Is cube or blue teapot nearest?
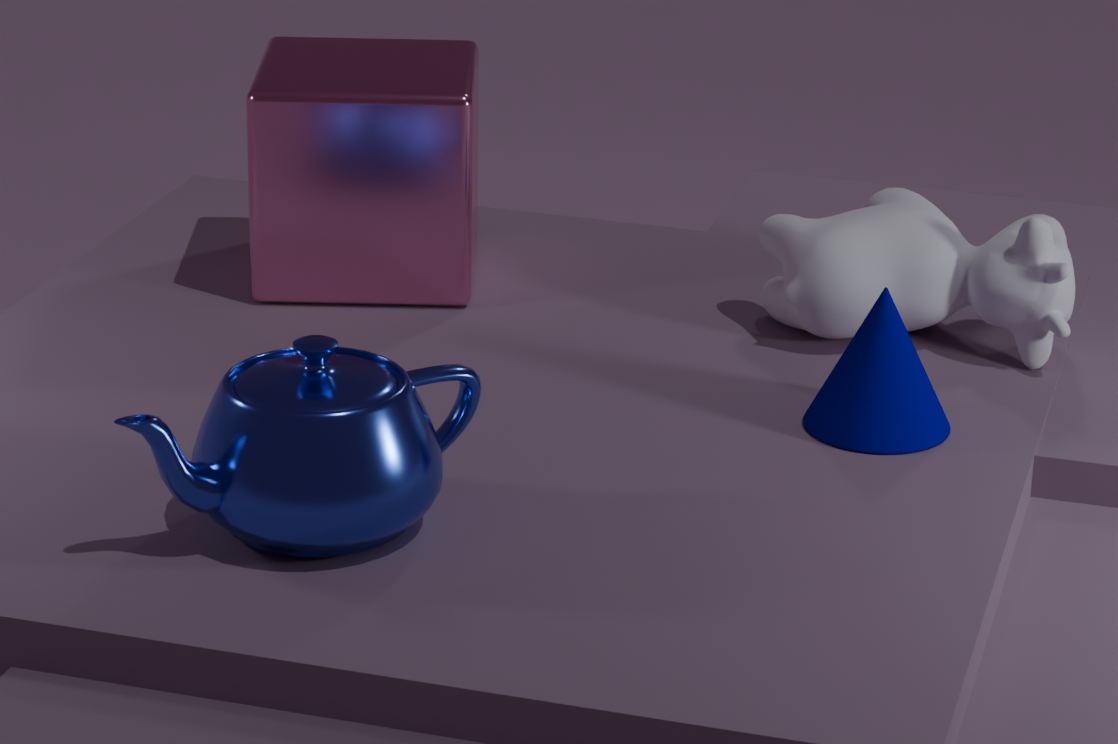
blue teapot
